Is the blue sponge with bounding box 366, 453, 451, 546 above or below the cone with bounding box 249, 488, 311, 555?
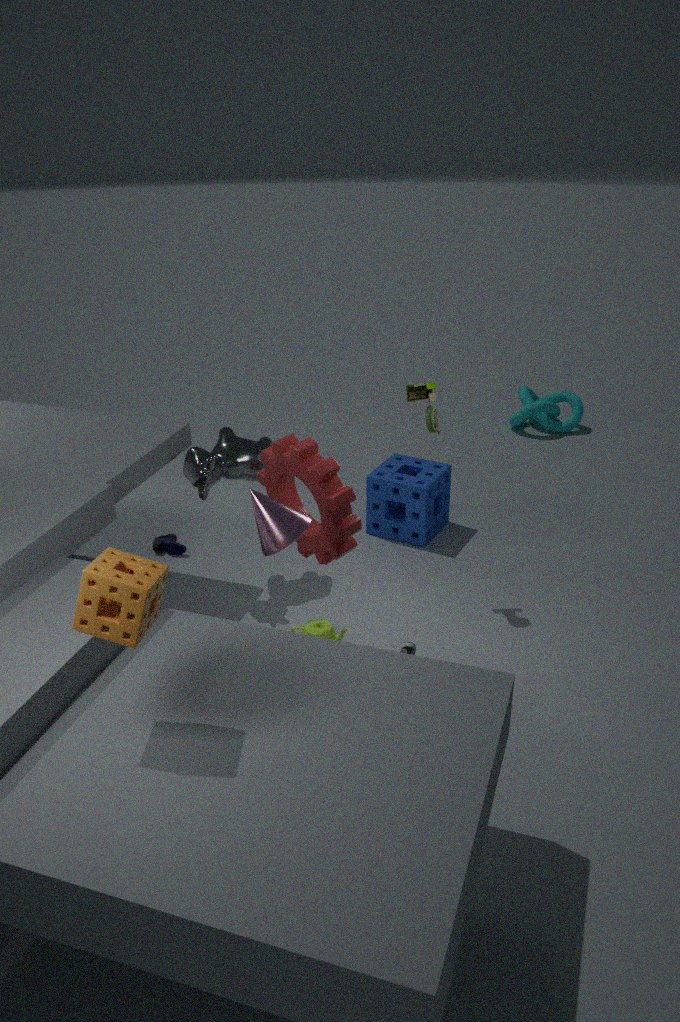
below
